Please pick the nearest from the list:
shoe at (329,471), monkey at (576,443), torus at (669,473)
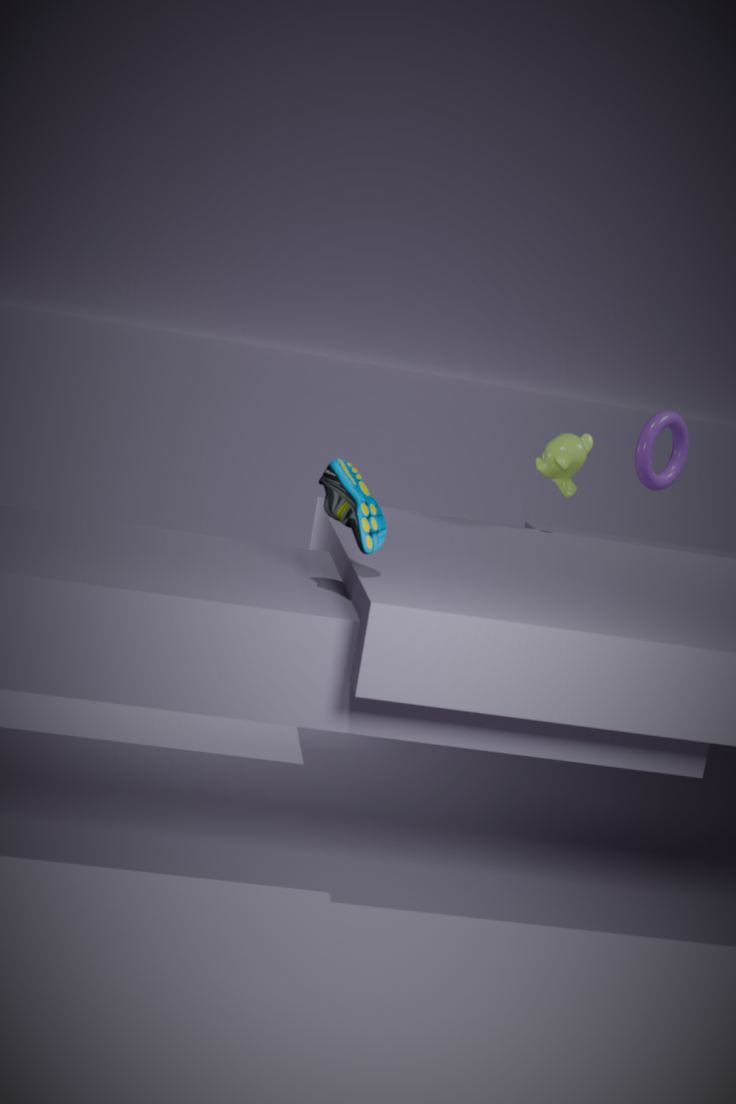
shoe at (329,471)
